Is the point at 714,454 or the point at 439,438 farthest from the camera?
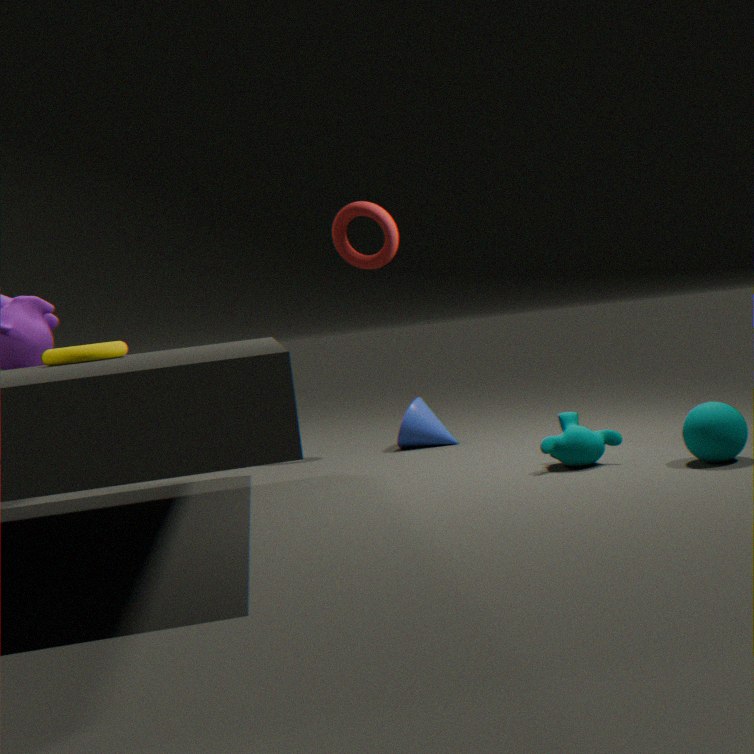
the point at 439,438
